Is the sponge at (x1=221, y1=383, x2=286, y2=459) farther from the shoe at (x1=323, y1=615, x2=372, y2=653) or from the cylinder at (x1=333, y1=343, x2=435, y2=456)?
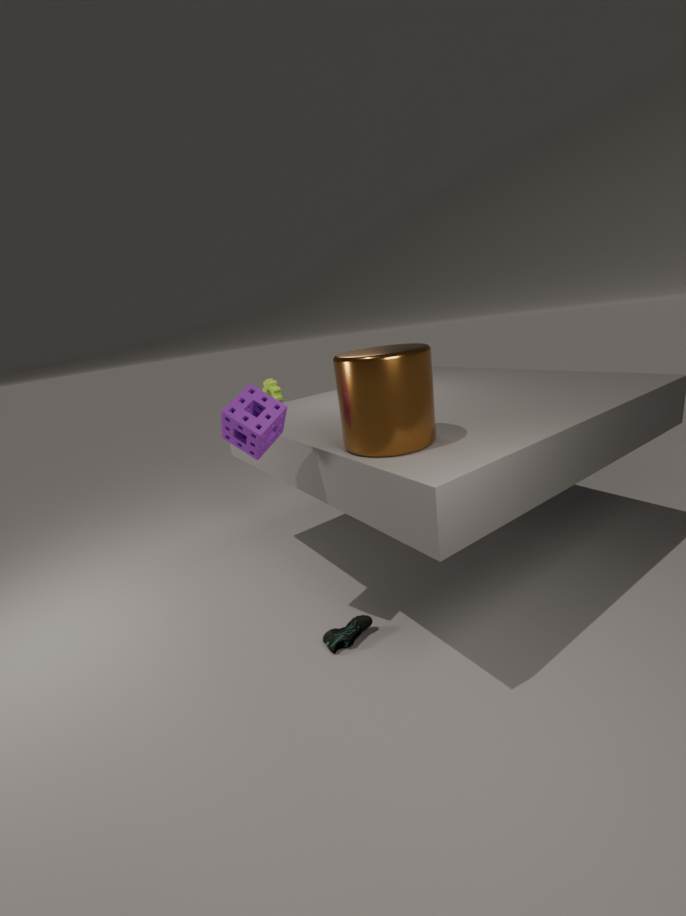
the shoe at (x1=323, y1=615, x2=372, y2=653)
